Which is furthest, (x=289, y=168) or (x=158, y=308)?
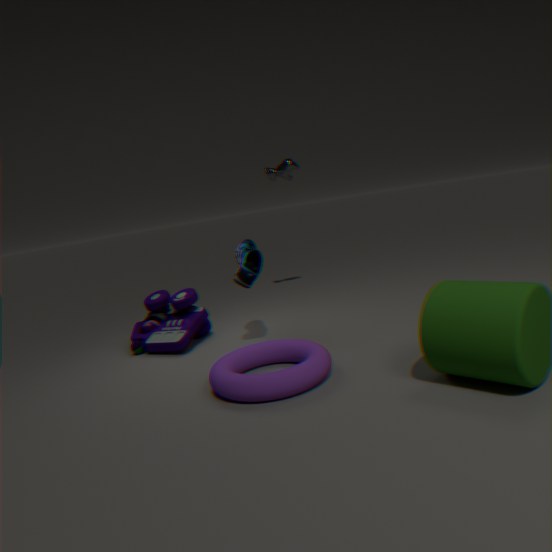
(x=289, y=168)
